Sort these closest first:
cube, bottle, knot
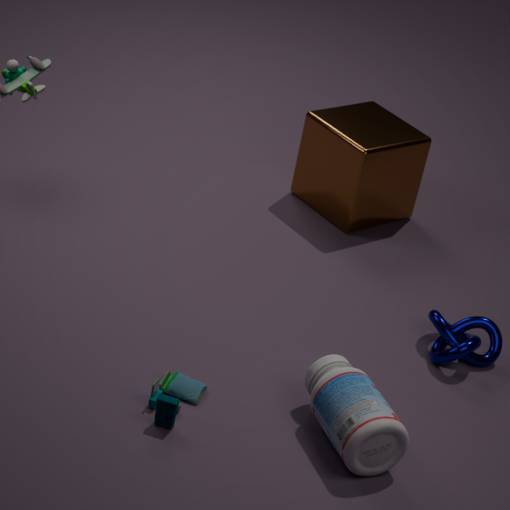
bottle, knot, cube
